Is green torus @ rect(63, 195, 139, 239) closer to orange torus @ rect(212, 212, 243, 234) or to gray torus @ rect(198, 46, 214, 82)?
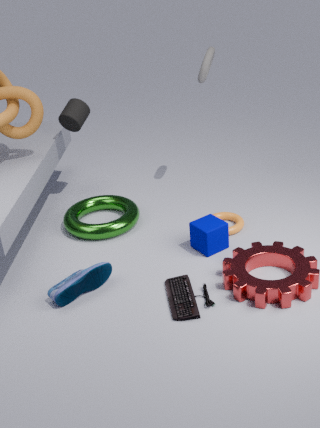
orange torus @ rect(212, 212, 243, 234)
